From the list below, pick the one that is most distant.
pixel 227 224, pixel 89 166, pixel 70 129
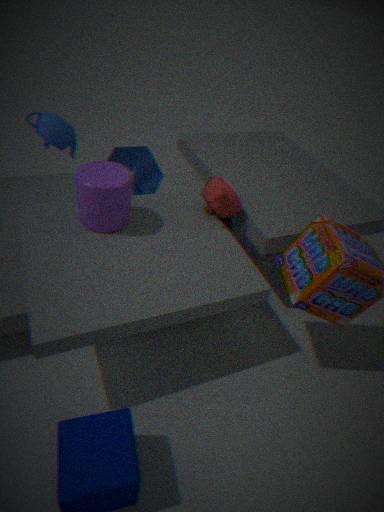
pixel 227 224
